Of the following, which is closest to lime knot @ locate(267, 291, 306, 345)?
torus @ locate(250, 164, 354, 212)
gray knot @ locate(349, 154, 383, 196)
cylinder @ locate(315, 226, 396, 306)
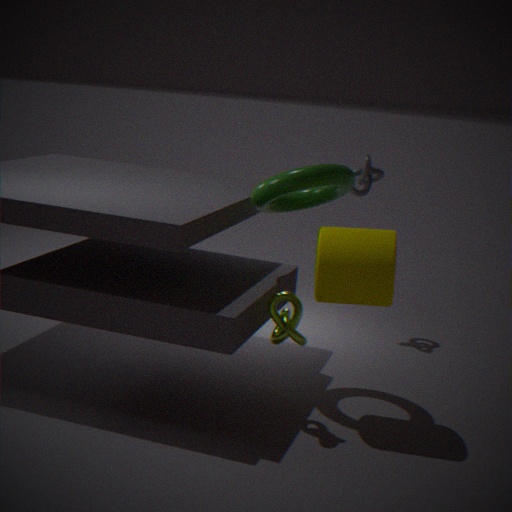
cylinder @ locate(315, 226, 396, 306)
